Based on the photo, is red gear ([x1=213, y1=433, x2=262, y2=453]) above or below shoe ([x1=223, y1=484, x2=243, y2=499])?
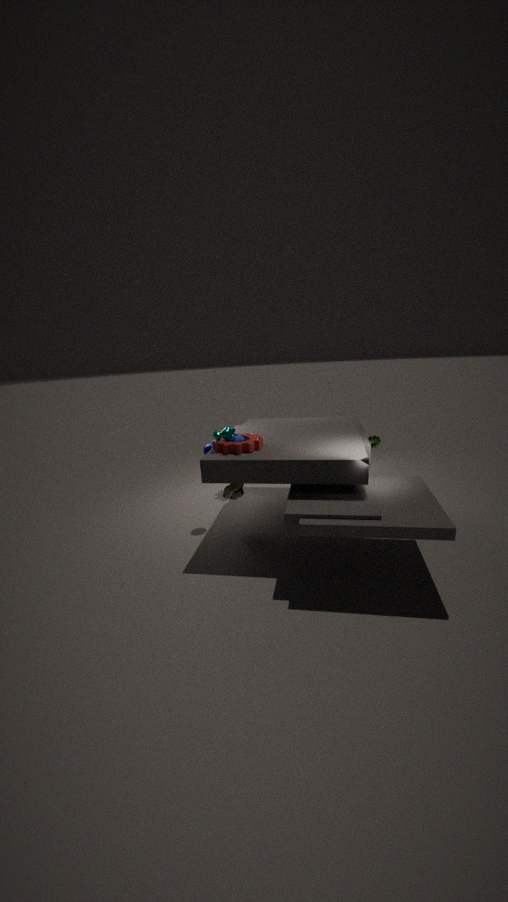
above
